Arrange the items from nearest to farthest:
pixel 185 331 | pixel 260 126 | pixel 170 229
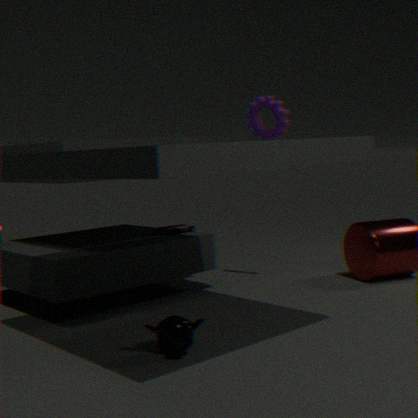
pixel 185 331 → pixel 260 126 → pixel 170 229
